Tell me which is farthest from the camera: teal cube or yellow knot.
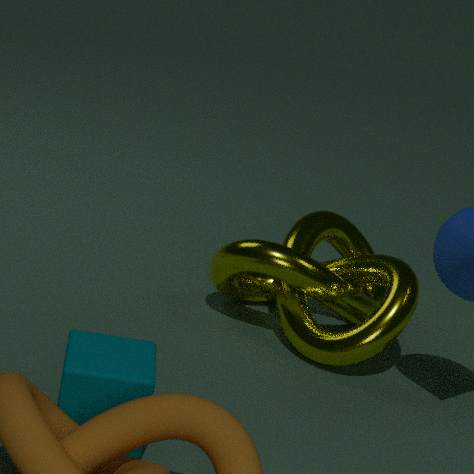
yellow knot
